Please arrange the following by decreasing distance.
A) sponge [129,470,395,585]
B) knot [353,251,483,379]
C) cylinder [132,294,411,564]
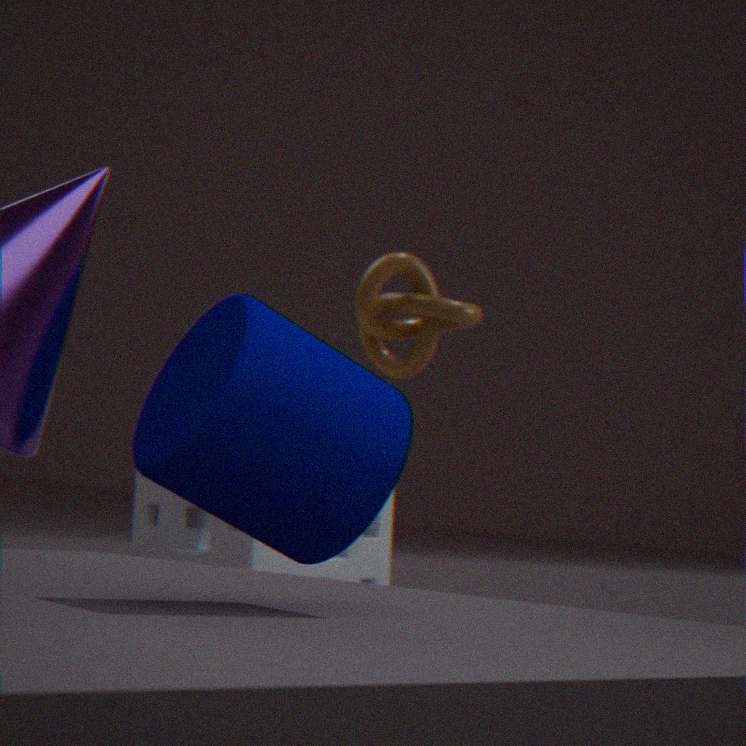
1. knot [353,251,483,379]
2. sponge [129,470,395,585]
3. cylinder [132,294,411,564]
